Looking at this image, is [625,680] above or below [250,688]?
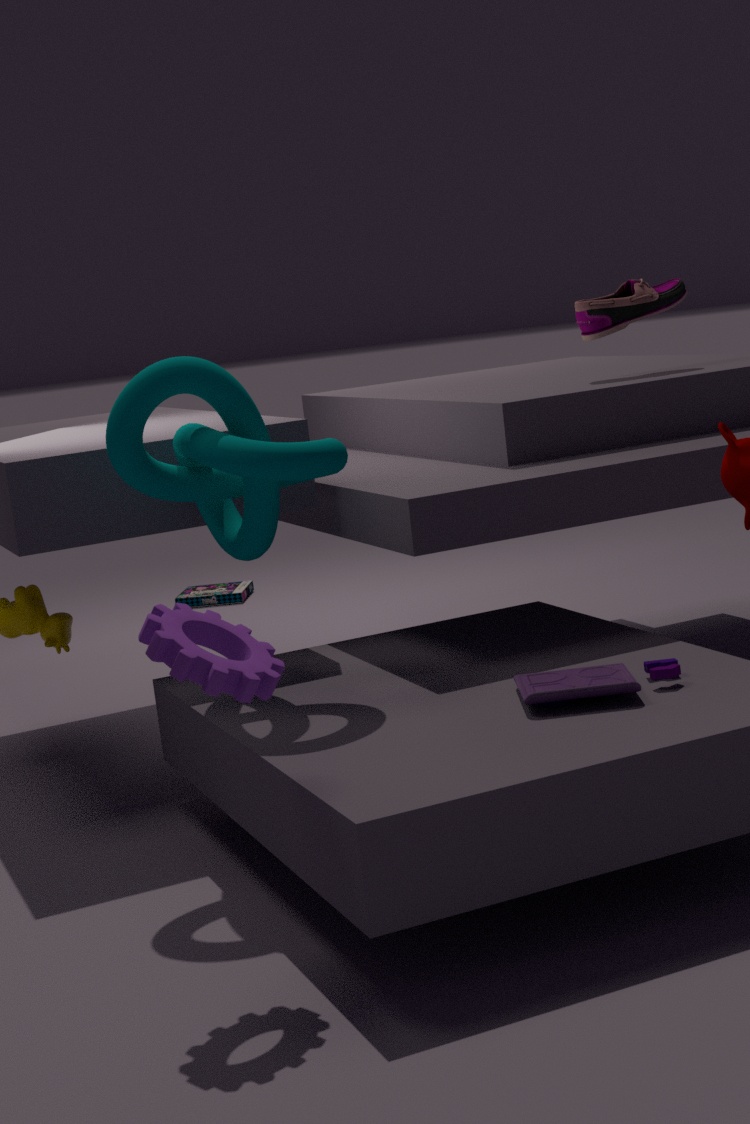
below
